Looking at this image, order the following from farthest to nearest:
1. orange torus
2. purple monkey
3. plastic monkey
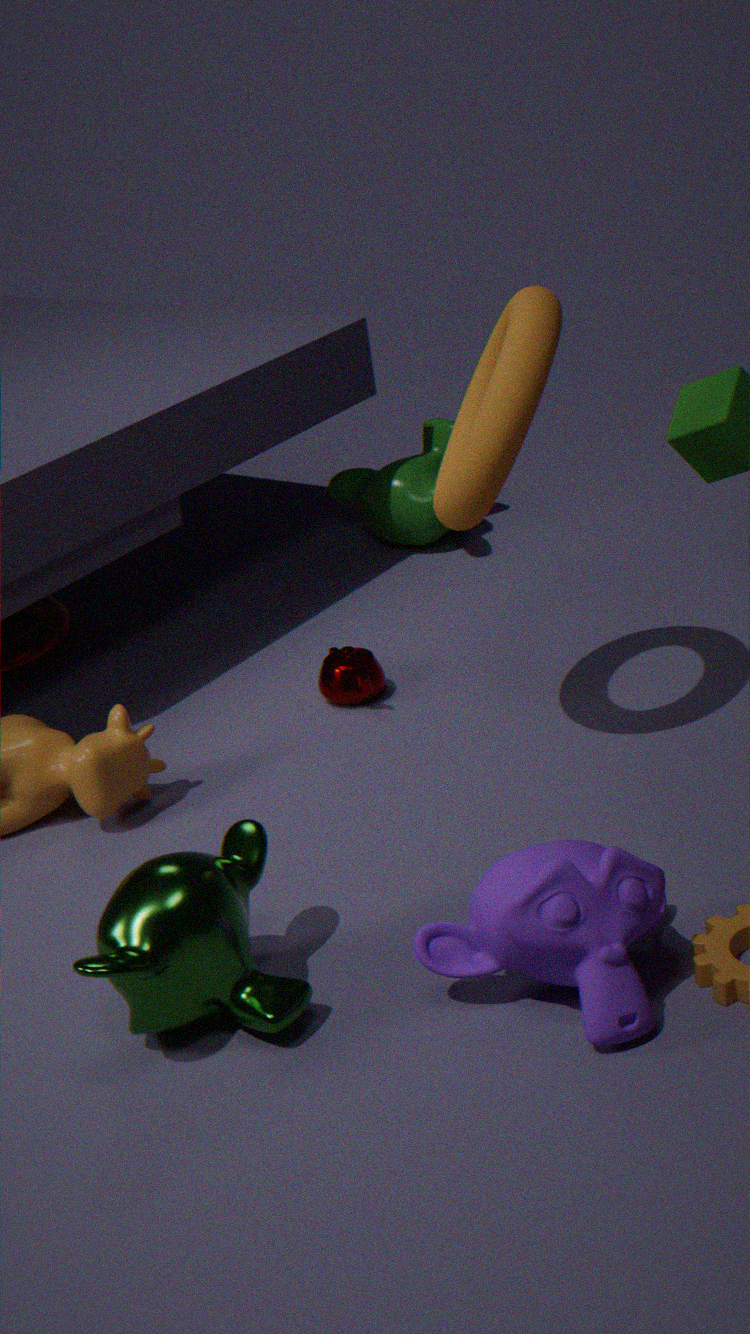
plastic monkey
orange torus
purple monkey
